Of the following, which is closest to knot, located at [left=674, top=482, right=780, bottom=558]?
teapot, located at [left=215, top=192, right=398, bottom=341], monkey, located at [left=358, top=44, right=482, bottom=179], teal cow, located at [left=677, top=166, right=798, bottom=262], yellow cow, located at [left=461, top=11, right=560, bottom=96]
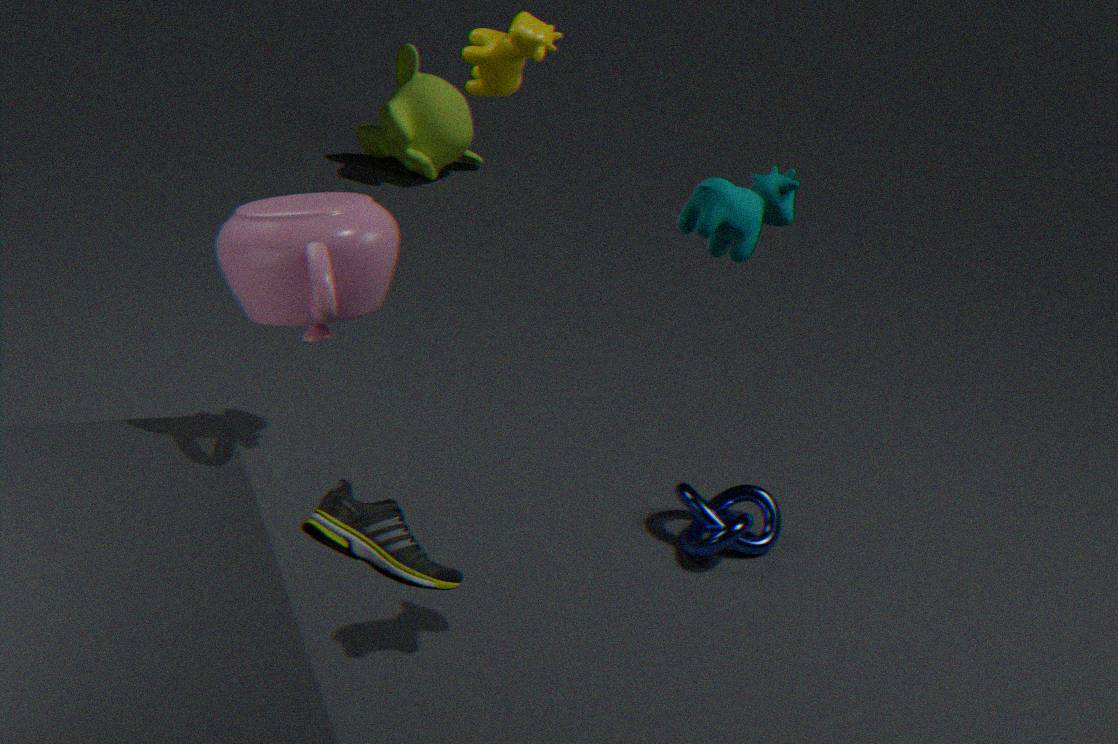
teal cow, located at [left=677, top=166, right=798, bottom=262]
